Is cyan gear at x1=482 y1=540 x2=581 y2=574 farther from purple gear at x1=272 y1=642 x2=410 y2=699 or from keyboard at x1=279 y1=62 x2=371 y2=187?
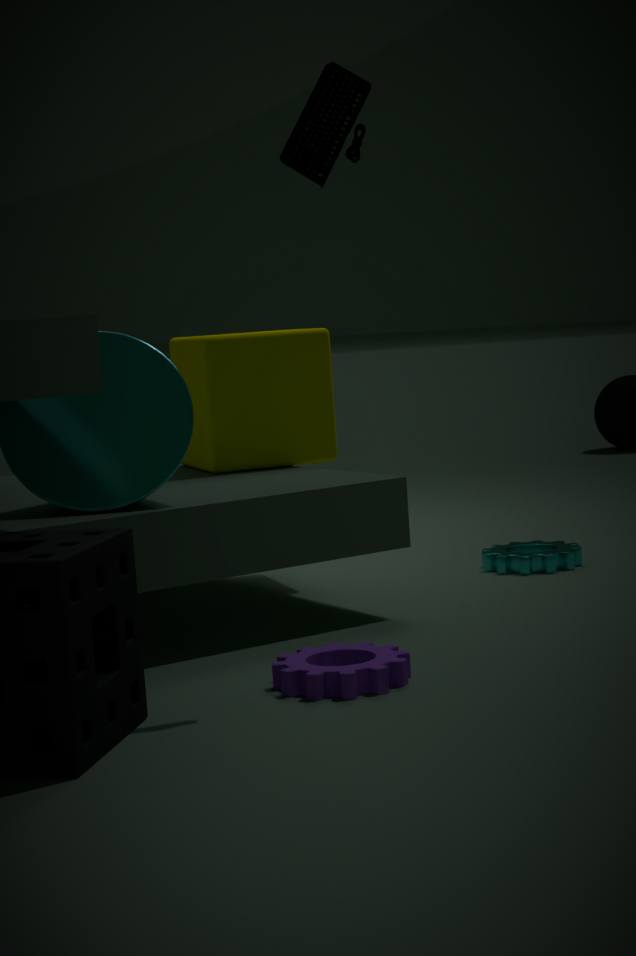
keyboard at x1=279 y1=62 x2=371 y2=187
